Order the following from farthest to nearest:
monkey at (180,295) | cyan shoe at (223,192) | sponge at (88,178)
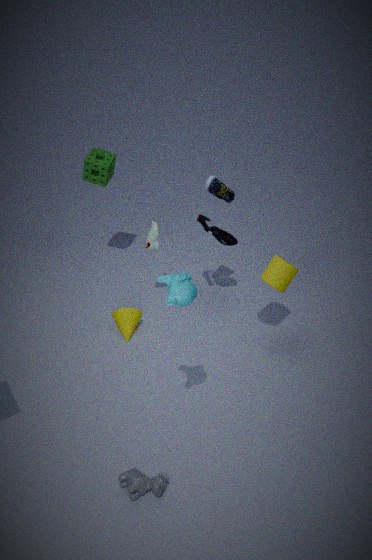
1. sponge at (88,178)
2. cyan shoe at (223,192)
3. monkey at (180,295)
